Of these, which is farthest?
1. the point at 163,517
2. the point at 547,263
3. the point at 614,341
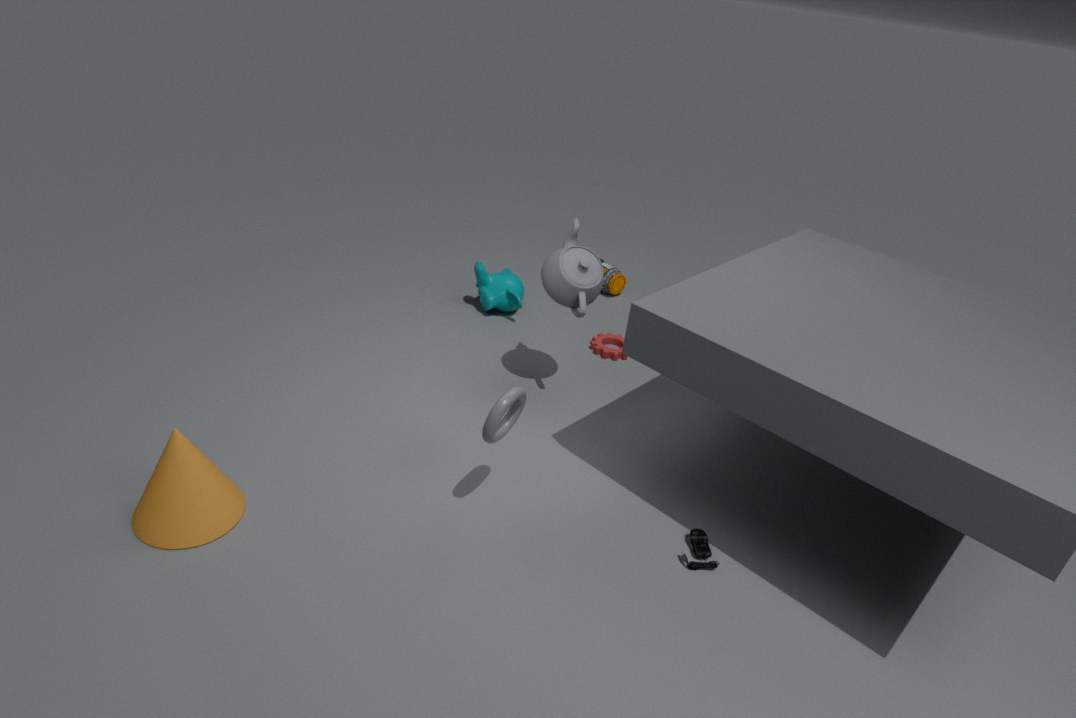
the point at 614,341
